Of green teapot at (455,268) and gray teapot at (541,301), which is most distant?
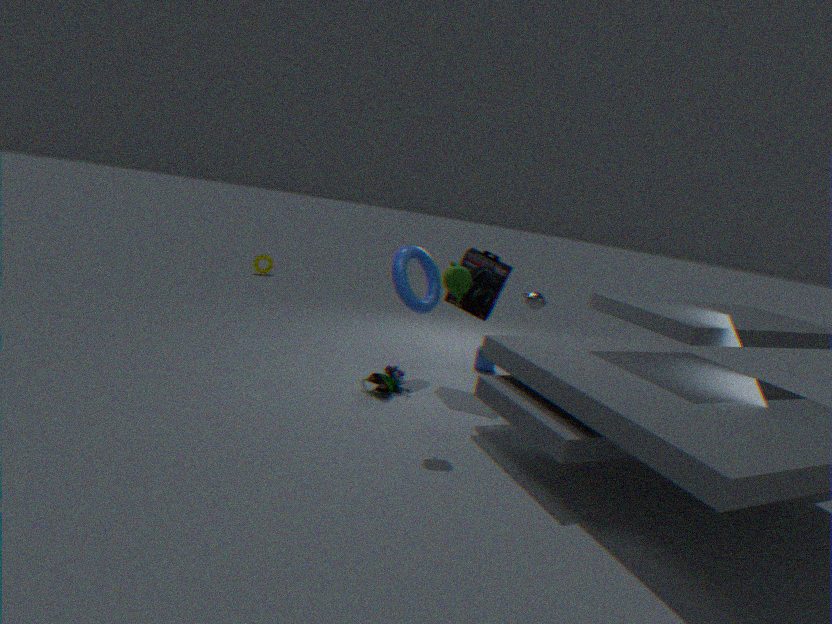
gray teapot at (541,301)
